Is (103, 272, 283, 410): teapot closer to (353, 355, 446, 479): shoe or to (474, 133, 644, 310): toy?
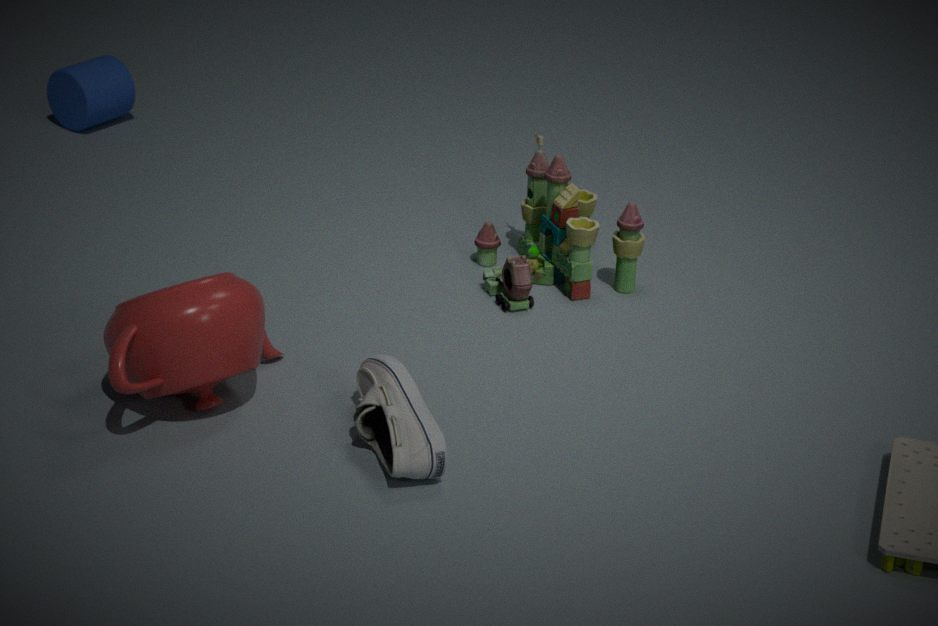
(353, 355, 446, 479): shoe
